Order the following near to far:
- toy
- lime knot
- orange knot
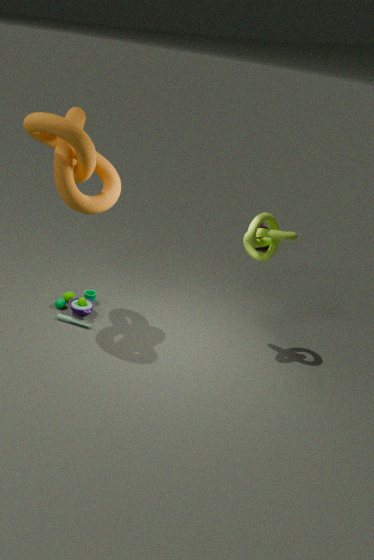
orange knot
lime knot
toy
